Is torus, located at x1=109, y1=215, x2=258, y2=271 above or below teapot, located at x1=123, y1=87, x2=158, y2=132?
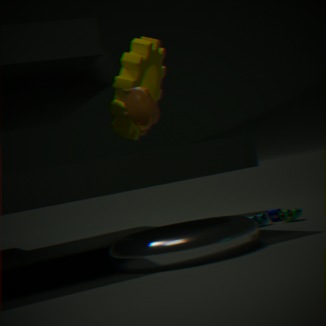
below
